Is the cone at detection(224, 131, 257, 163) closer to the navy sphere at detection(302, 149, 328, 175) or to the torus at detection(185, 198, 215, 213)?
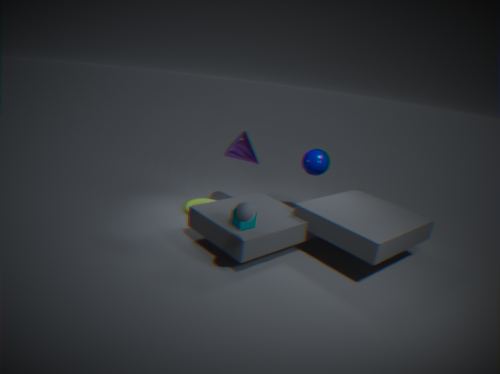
the navy sphere at detection(302, 149, 328, 175)
